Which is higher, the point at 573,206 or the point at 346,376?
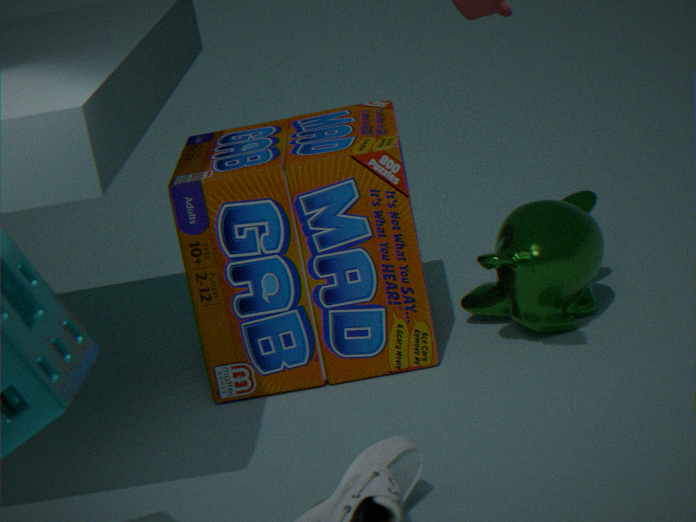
the point at 346,376
